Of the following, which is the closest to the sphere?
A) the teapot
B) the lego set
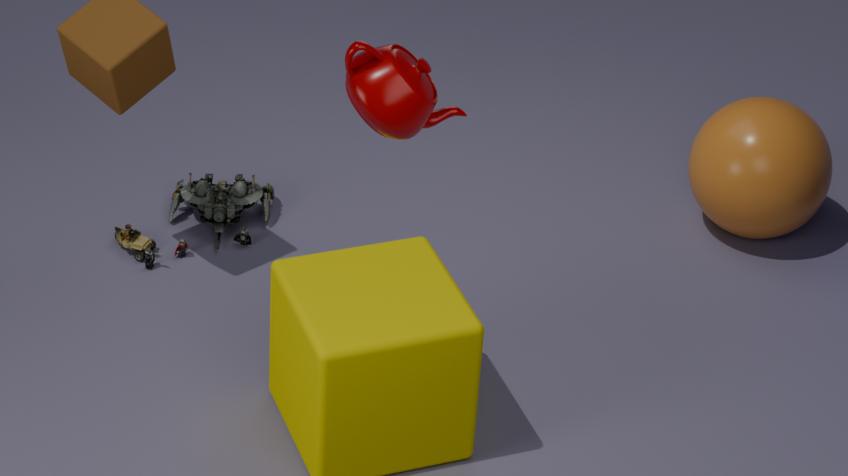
the lego set
